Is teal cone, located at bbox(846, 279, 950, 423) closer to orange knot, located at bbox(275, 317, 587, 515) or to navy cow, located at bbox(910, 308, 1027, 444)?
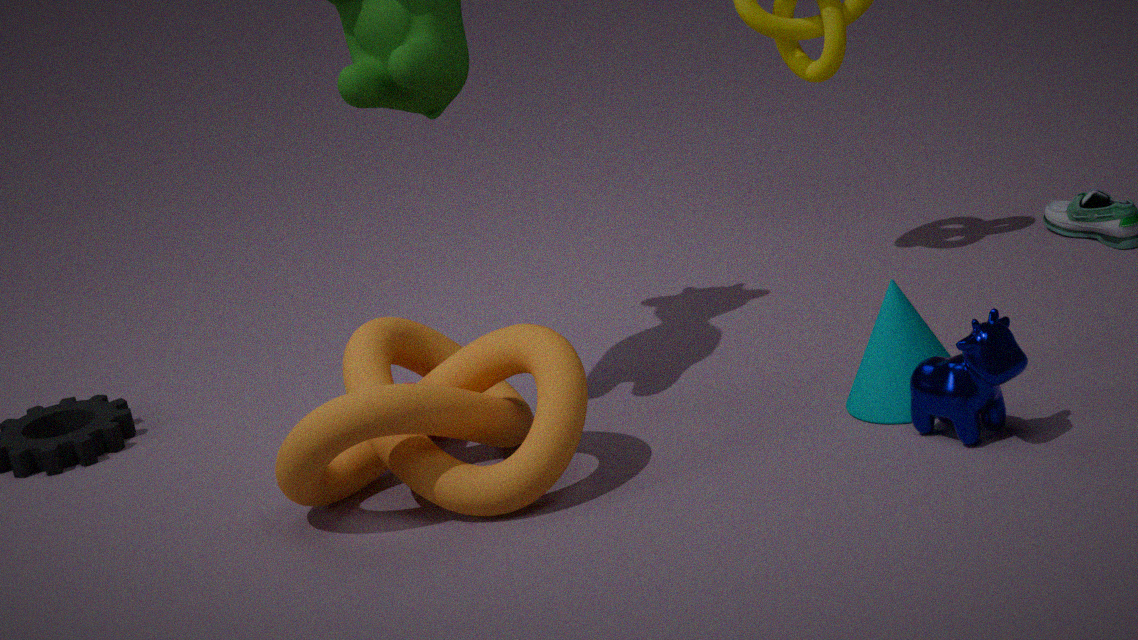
navy cow, located at bbox(910, 308, 1027, 444)
